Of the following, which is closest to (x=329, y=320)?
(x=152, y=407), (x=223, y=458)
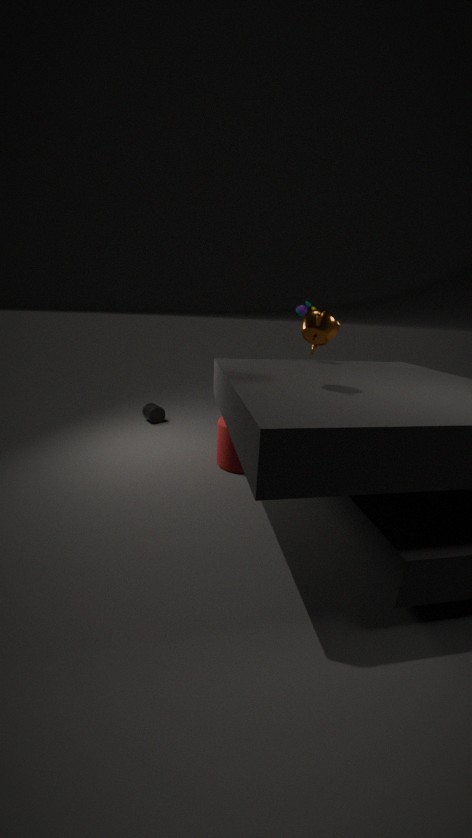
(x=223, y=458)
